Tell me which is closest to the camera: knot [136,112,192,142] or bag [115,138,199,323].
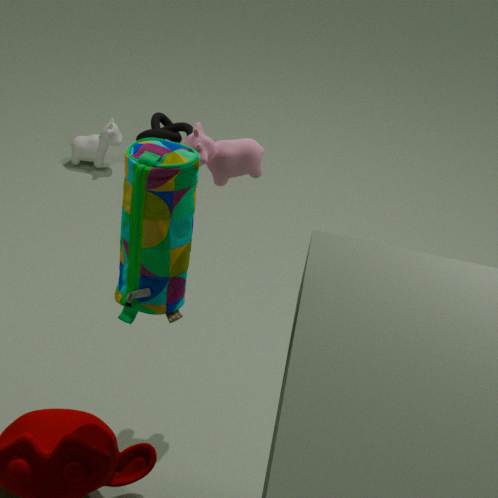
bag [115,138,199,323]
